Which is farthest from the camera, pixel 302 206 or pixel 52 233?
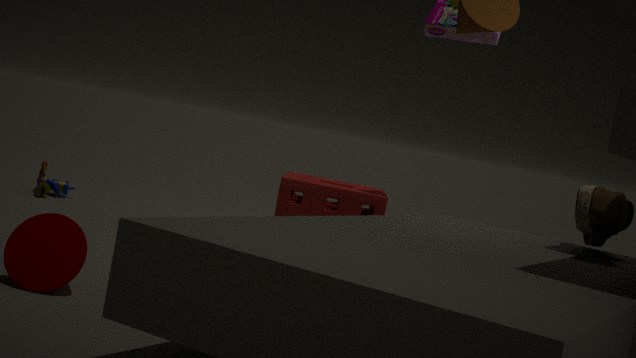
pixel 302 206
